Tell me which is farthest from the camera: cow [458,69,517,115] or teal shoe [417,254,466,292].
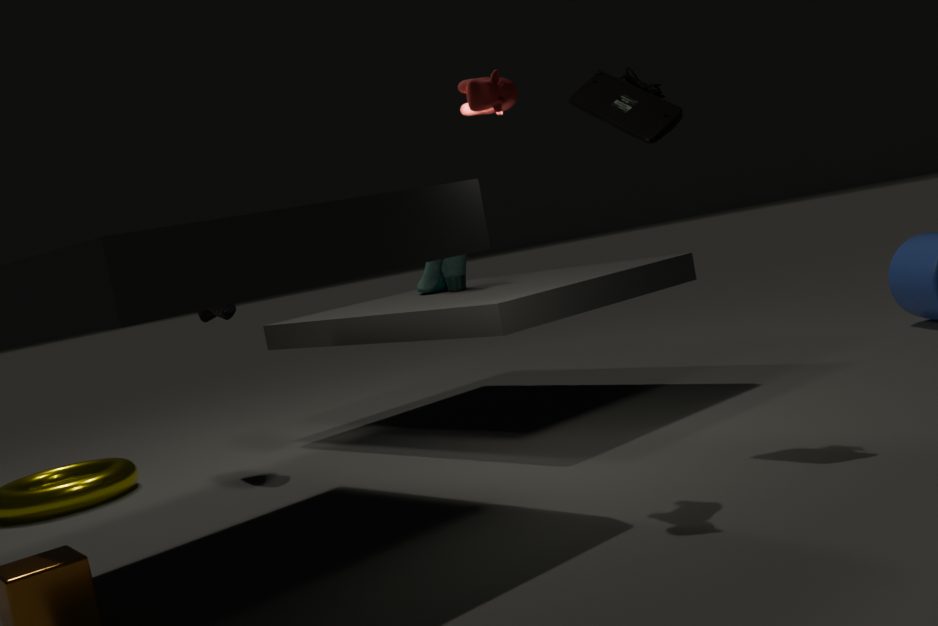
teal shoe [417,254,466,292]
